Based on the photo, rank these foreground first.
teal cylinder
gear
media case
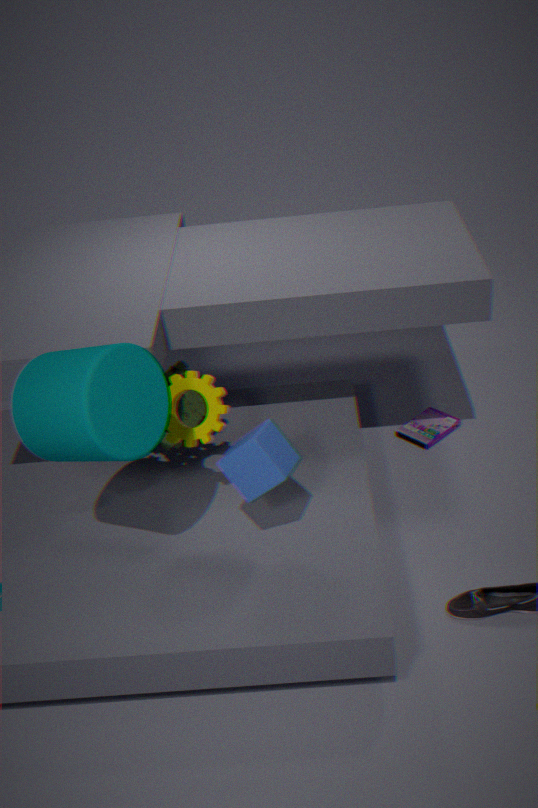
teal cylinder → gear → media case
